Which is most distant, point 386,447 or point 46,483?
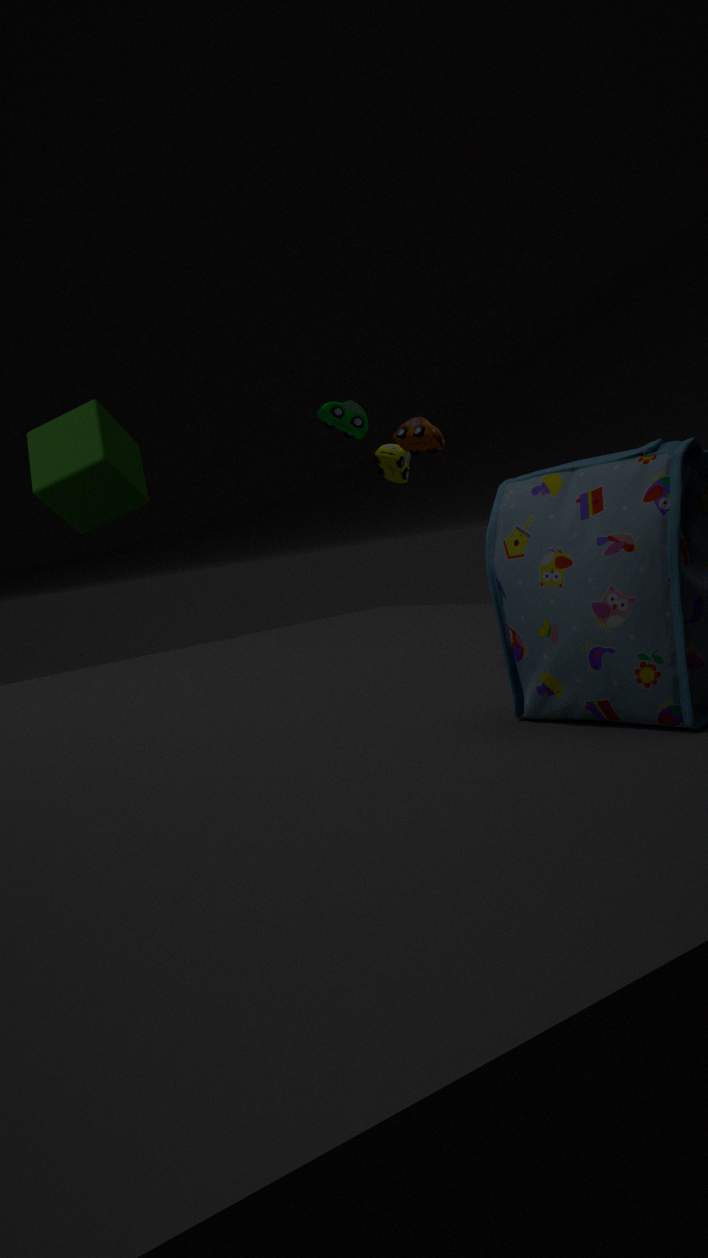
point 386,447
